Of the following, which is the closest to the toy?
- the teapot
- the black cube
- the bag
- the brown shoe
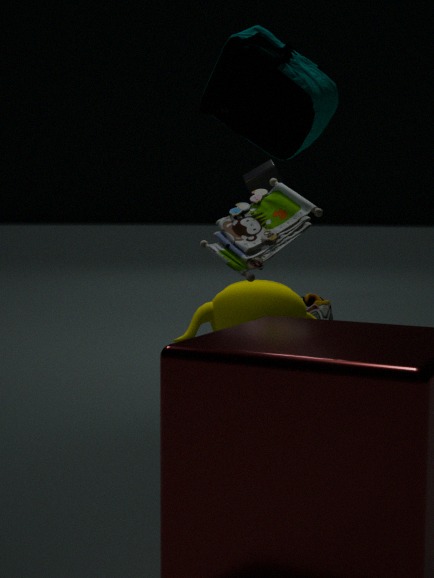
the bag
